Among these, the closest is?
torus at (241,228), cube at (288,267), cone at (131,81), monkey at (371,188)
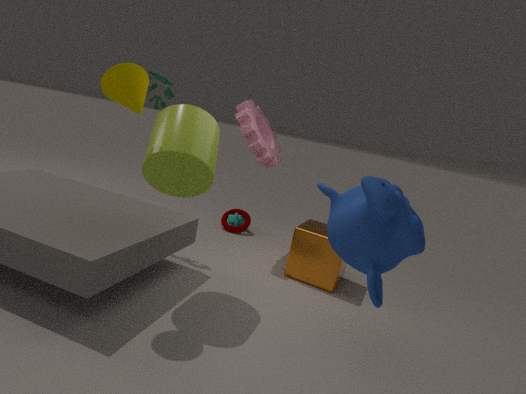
monkey at (371,188)
